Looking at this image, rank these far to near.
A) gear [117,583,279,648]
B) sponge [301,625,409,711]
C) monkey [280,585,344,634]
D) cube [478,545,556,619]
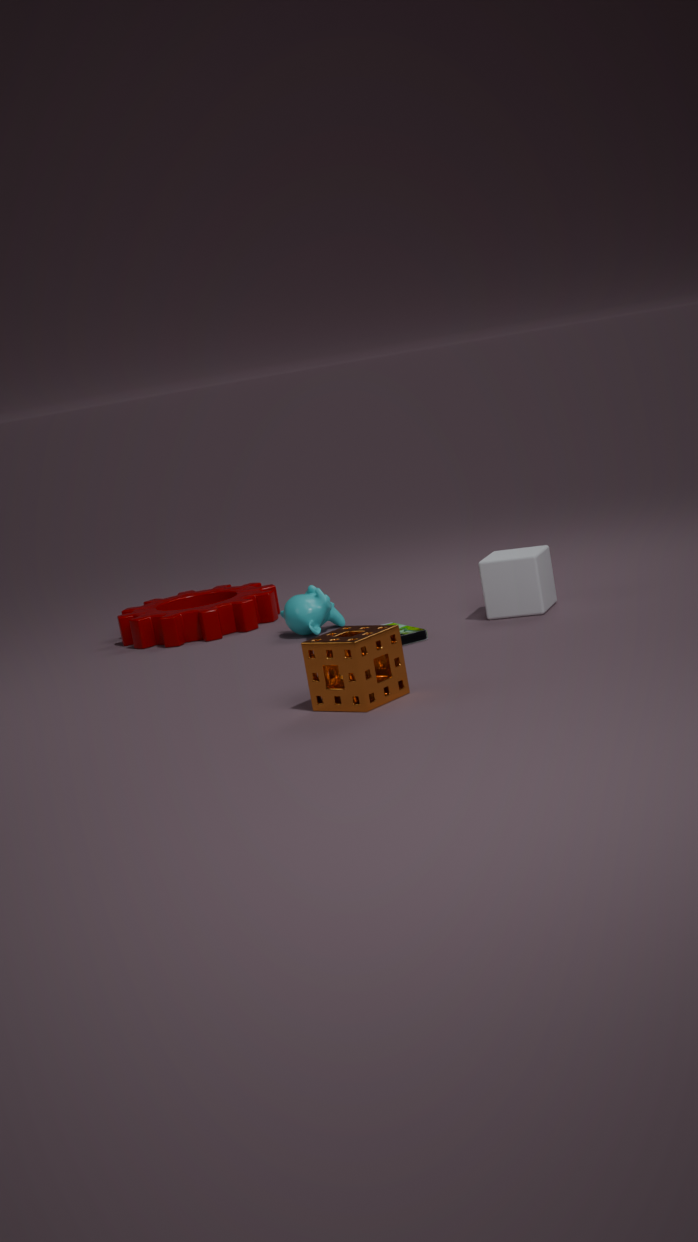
gear [117,583,279,648] < monkey [280,585,344,634] < cube [478,545,556,619] < sponge [301,625,409,711]
